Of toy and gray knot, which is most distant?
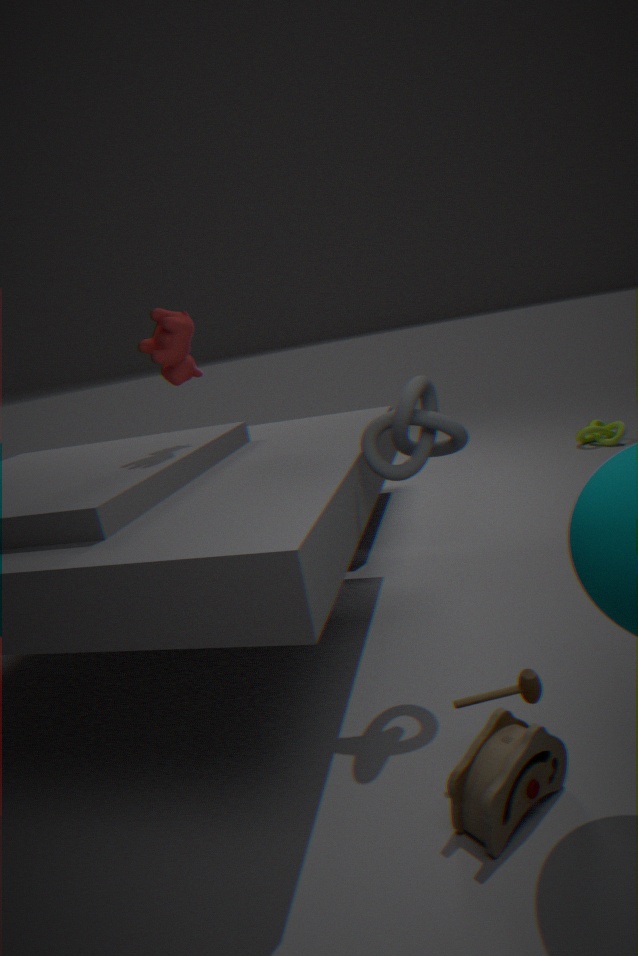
gray knot
